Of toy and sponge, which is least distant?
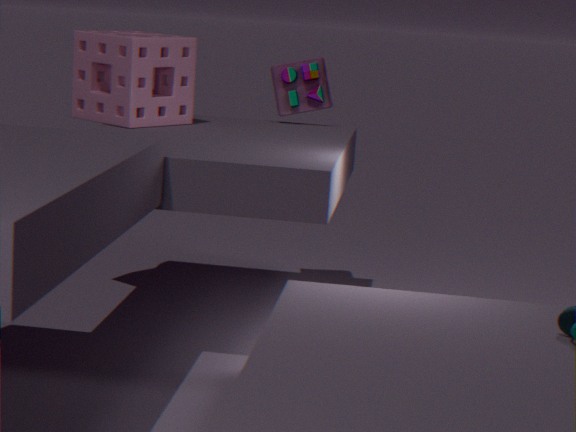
sponge
